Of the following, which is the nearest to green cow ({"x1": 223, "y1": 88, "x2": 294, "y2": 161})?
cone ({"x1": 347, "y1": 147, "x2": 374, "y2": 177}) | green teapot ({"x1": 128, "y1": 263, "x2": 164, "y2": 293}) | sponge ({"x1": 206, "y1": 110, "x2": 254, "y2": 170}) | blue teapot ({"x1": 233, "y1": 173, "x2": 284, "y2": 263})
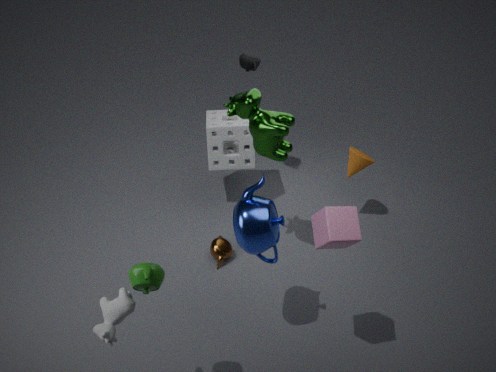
blue teapot ({"x1": 233, "y1": 173, "x2": 284, "y2": 263})
